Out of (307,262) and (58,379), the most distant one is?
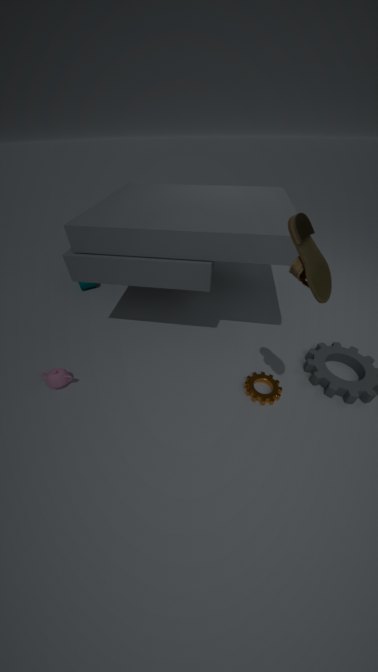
(58,379)
